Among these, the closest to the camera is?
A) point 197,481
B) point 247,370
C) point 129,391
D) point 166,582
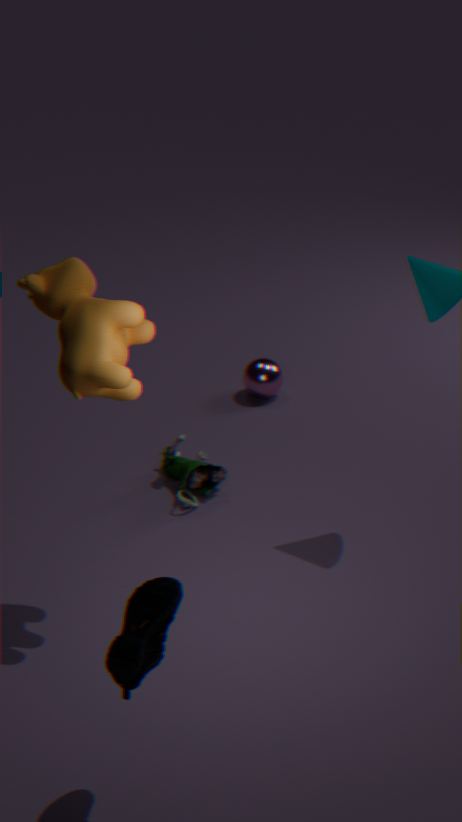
point 166,582
